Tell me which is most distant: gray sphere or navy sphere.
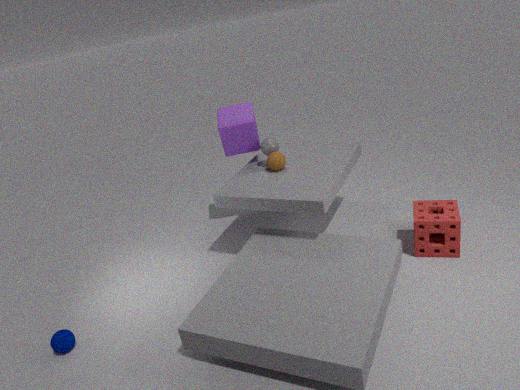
gray sphere
